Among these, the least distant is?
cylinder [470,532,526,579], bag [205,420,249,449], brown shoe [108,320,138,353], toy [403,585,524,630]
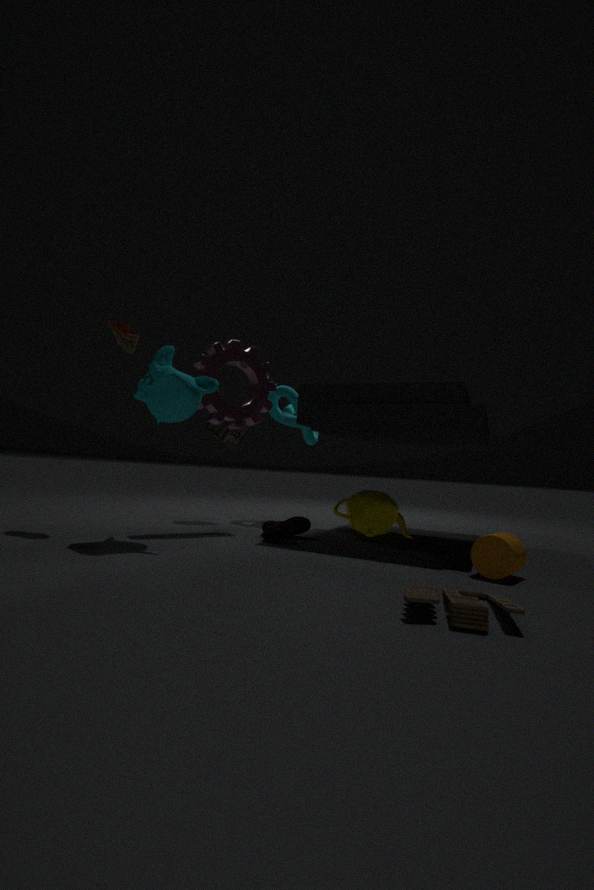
toy [403,585,524,630]
